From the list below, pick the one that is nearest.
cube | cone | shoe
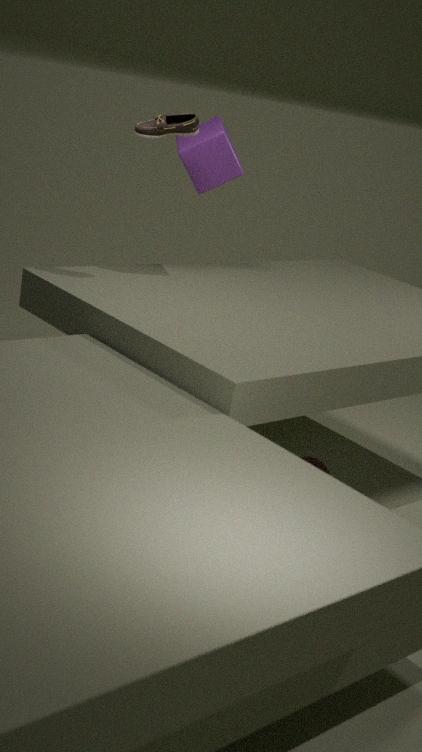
shoe
